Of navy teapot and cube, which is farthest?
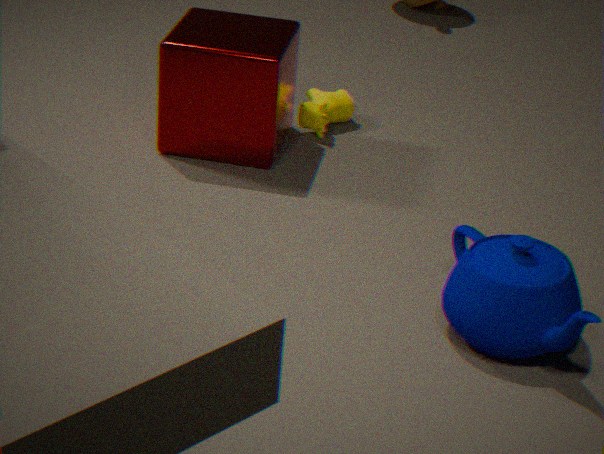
cube
